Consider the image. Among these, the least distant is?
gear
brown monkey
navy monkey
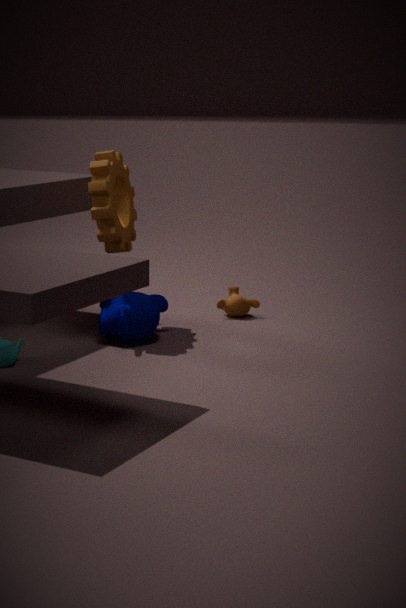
navy monkey
